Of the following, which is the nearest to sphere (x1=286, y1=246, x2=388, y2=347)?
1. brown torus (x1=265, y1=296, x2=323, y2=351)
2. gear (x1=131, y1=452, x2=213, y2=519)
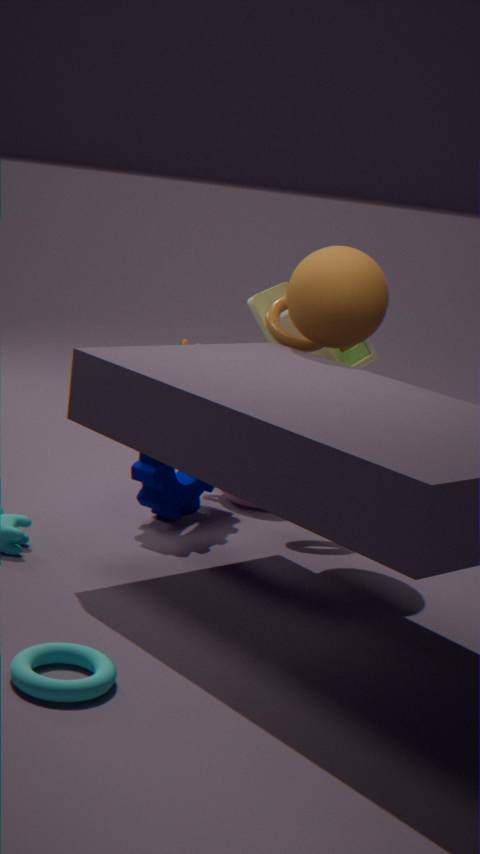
brown torus (x1=265, y1=296, x2=323, y2=351)
